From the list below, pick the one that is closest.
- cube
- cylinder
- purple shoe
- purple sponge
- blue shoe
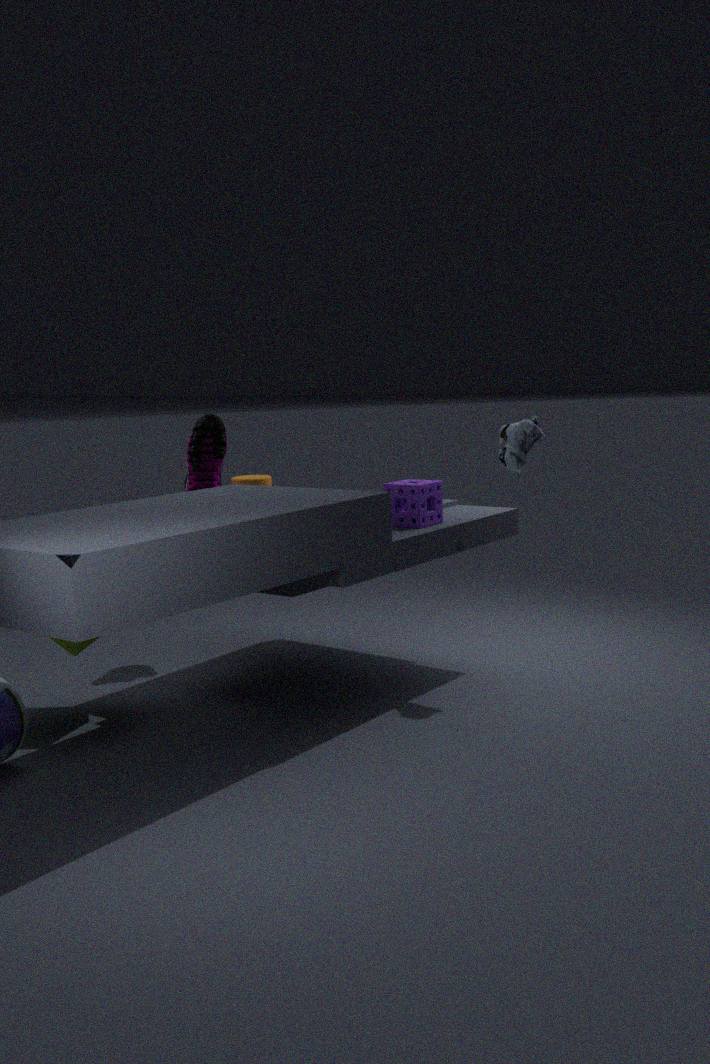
cube
